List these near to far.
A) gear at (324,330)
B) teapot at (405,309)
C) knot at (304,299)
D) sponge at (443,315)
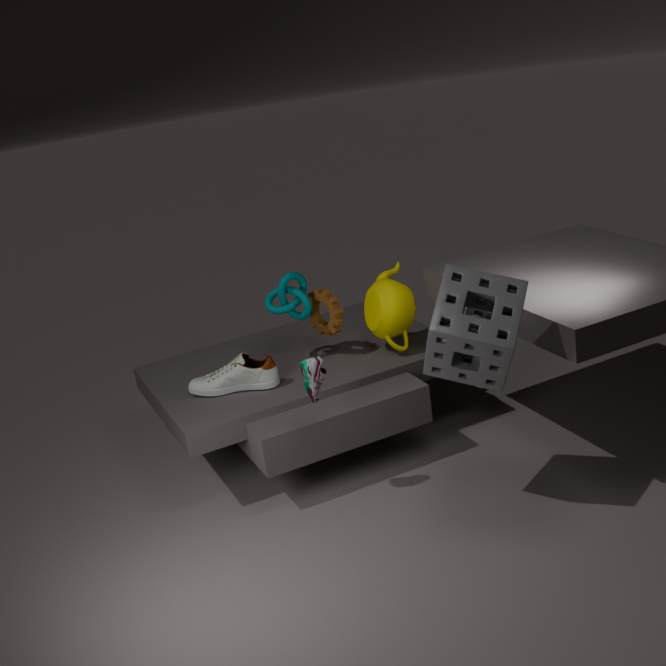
1. sponge at (443,315)
2. teapot at (405,309)
3. knot at (304,299)
4. gear at (324,330)
